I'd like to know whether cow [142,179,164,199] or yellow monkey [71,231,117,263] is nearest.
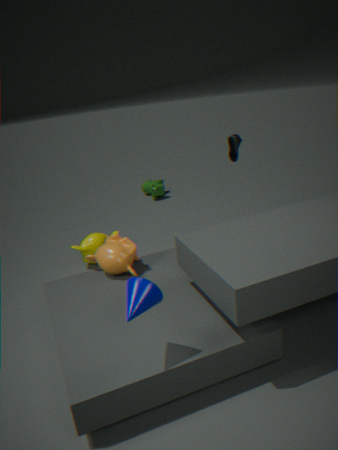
yellow monkey [71,231,117,263]
